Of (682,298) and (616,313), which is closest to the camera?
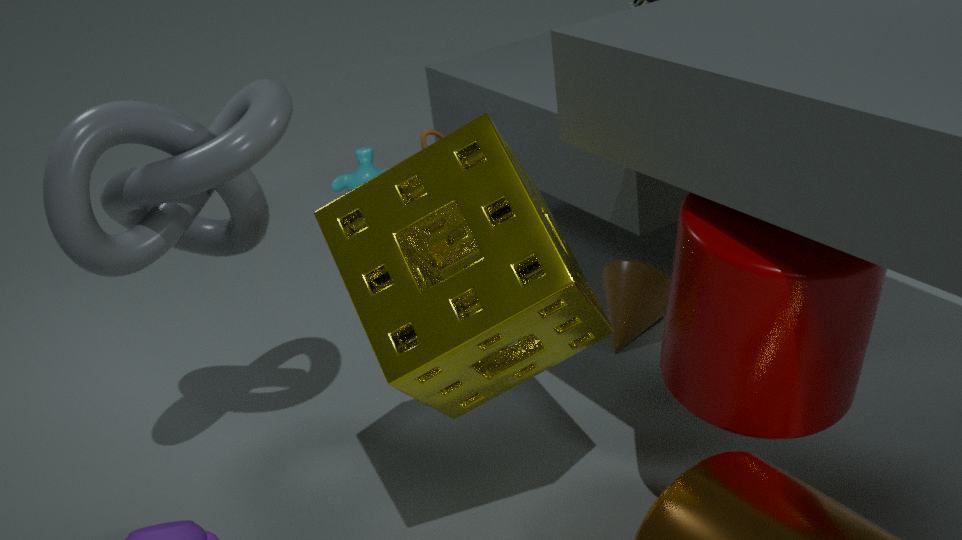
(682,298)
